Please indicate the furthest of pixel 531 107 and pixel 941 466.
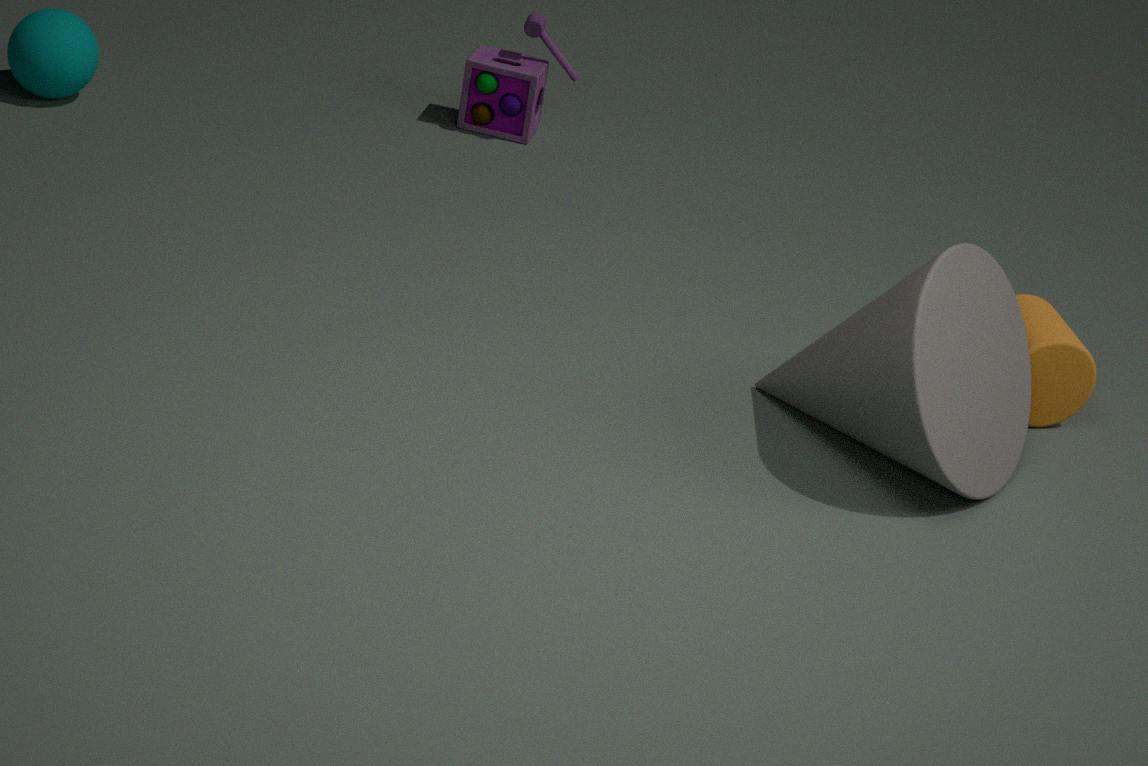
pixel 531 107
